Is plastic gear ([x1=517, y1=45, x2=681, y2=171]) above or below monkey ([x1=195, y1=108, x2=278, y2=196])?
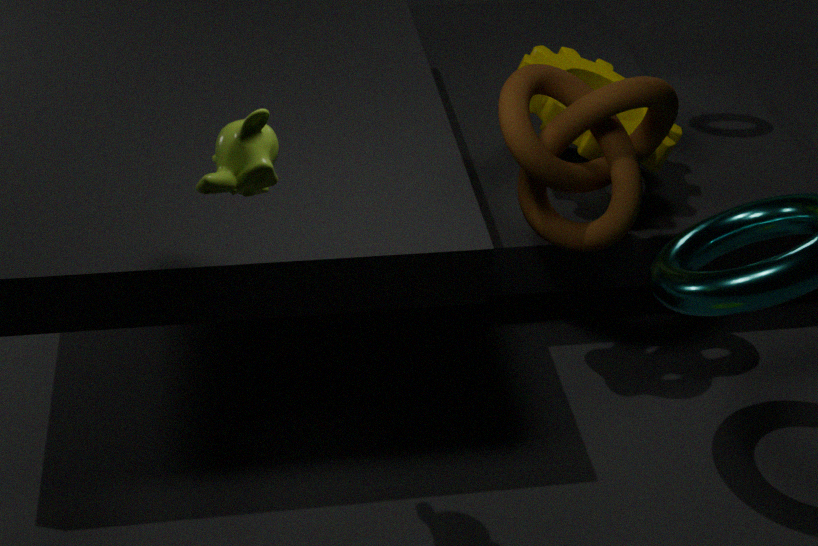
below
